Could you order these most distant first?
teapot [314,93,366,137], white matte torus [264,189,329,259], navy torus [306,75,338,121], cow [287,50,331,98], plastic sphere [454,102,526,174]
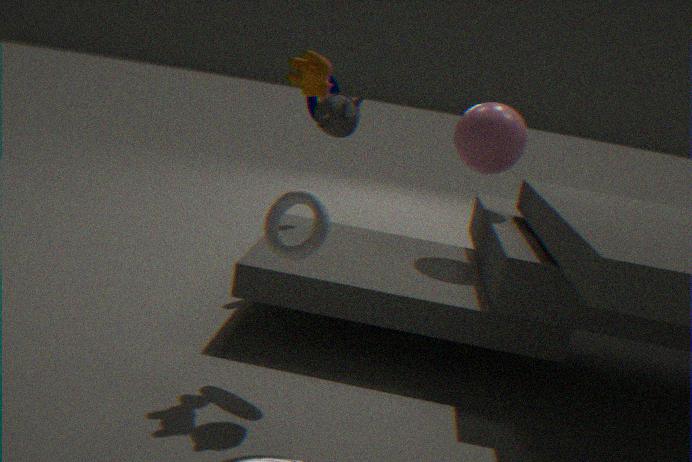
navy torus [306,75,338,121]
plastic sphere [454,102,526,174]
cow [287,50,331,98]
white matte torus [264,189,329,259]
teapot [314,93,366,137]
